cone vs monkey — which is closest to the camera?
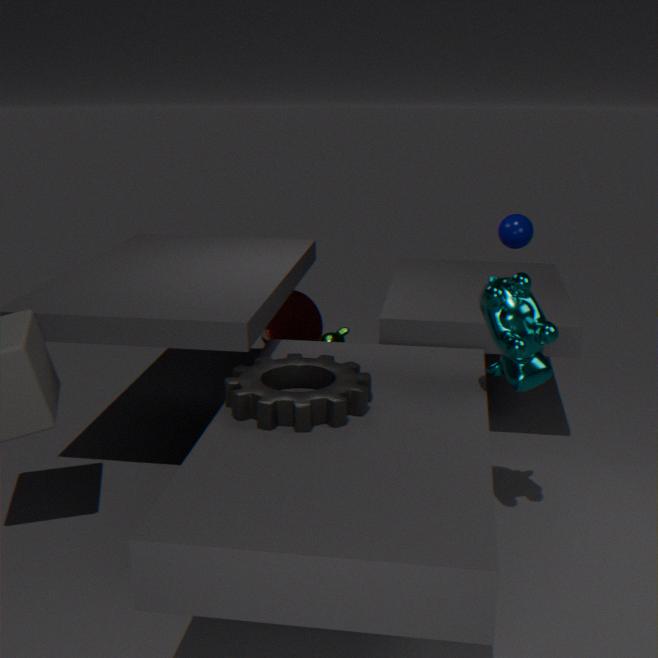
monkey
